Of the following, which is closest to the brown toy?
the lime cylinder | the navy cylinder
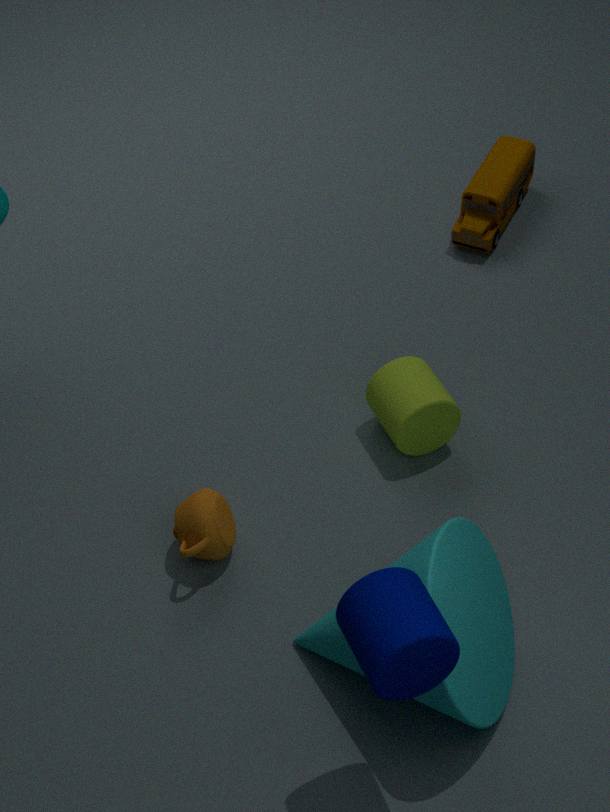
the lime cylinder
